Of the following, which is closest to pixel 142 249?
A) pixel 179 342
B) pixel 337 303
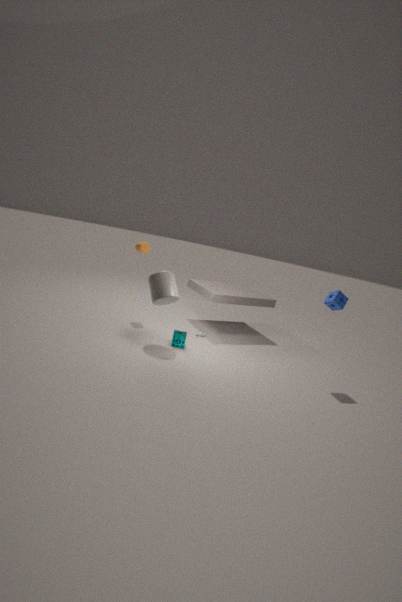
pixel 179 342
